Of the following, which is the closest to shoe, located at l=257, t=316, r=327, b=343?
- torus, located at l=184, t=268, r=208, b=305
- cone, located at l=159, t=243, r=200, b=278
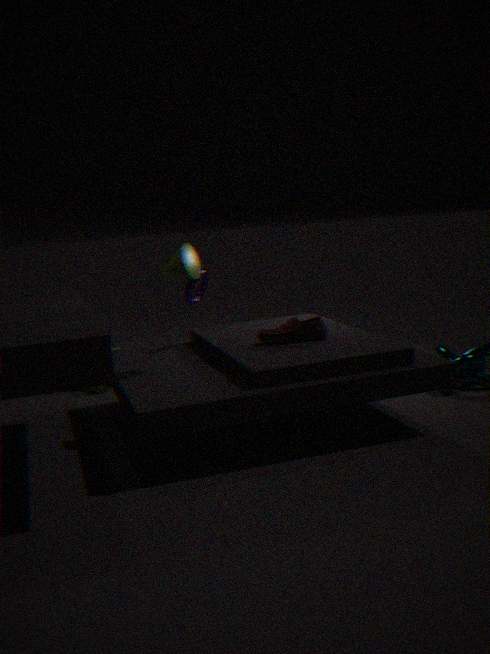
cone, located at l=159, t=243, r=200, b=278
